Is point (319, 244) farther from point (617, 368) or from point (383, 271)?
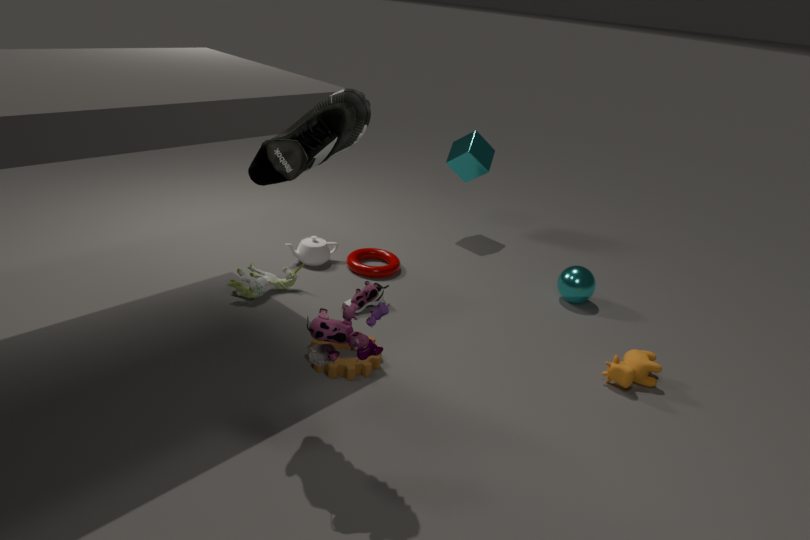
point (617, 368)
